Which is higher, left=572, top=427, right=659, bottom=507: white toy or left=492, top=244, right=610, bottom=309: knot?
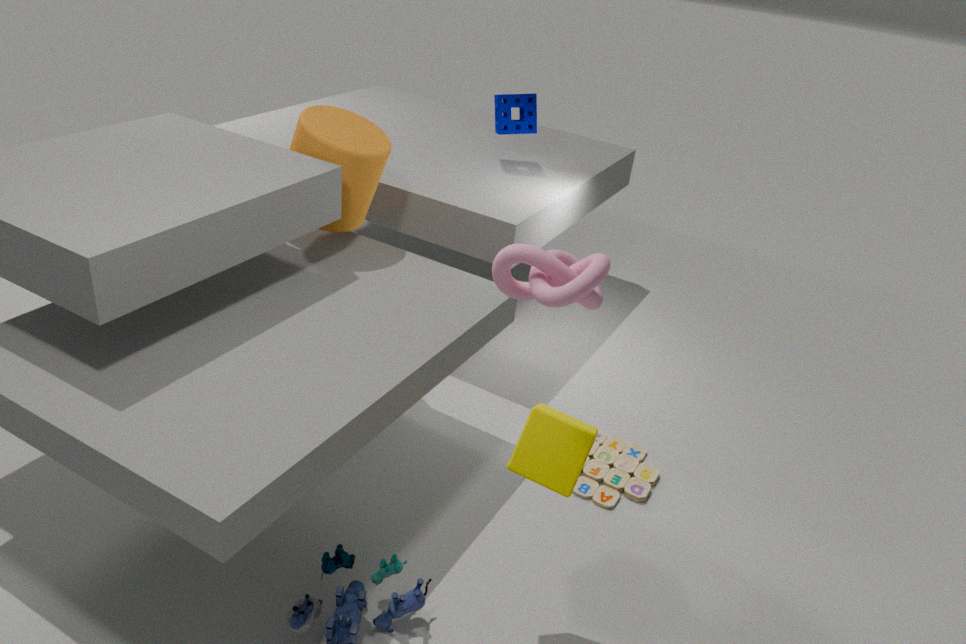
left=492, top=244, right=610, bottom=309: knot
